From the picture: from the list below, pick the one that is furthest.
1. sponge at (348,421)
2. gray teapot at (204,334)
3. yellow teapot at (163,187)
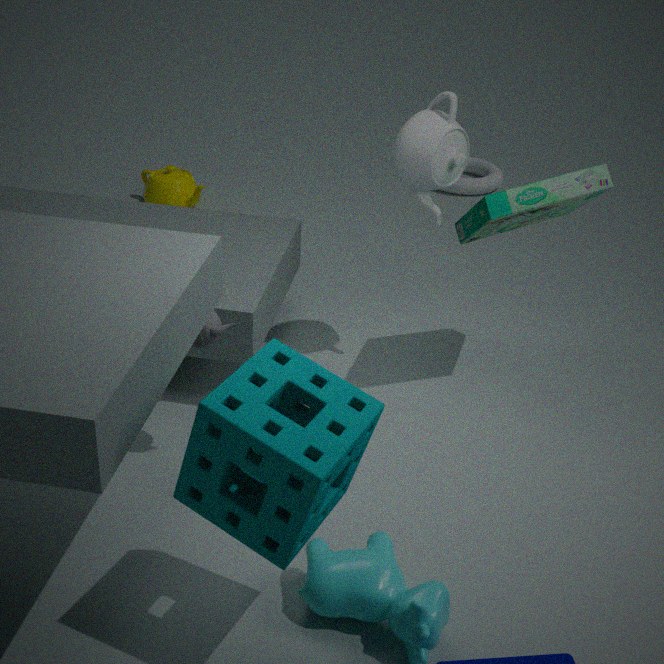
yellow teapot at (163,187)
